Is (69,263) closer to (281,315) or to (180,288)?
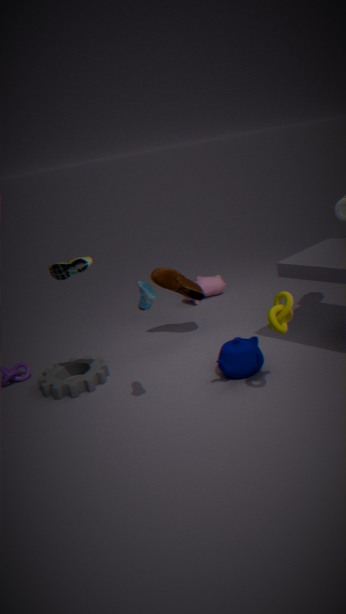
(180,288)
